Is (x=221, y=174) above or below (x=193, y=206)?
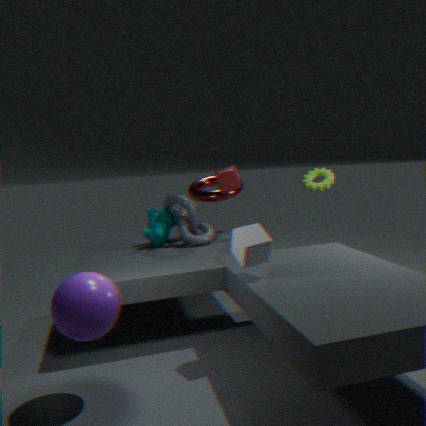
above
